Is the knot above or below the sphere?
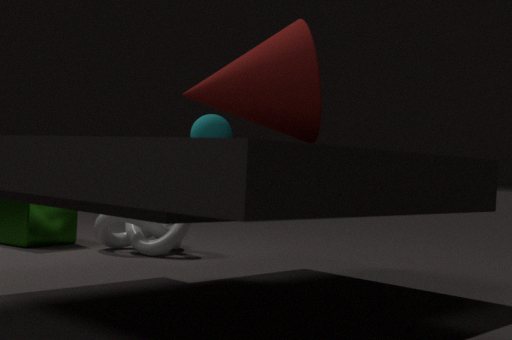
below
